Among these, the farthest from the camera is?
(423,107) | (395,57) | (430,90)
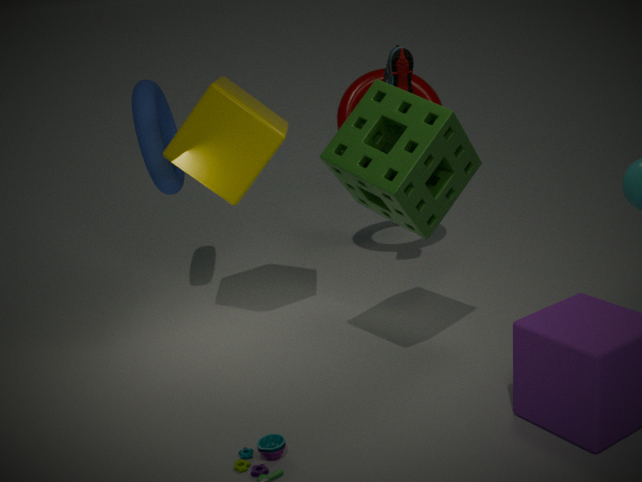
(430,90)
